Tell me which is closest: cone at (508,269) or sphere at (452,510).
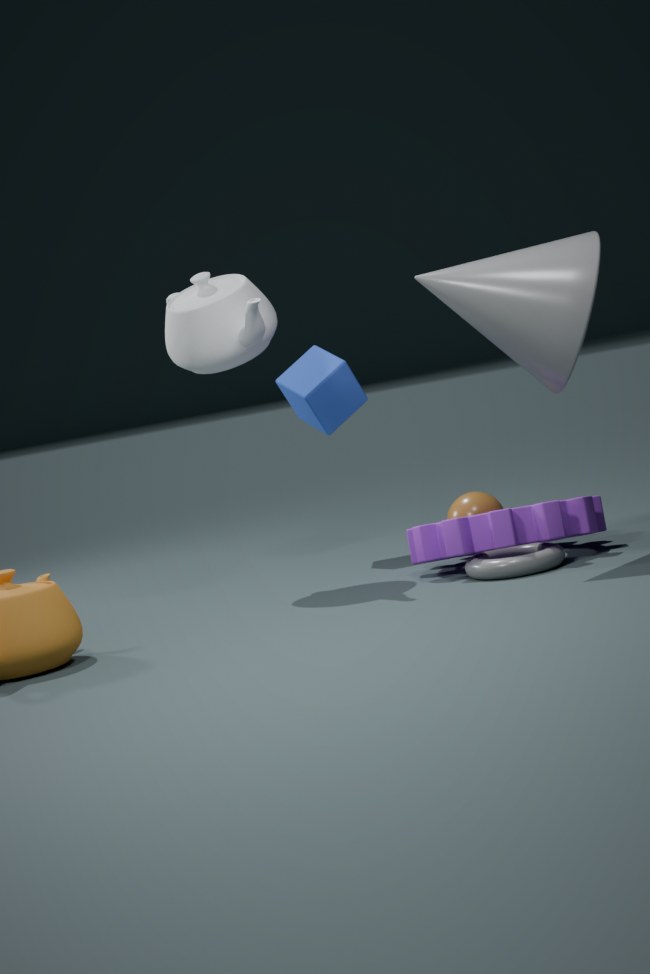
cone at (508,269)
